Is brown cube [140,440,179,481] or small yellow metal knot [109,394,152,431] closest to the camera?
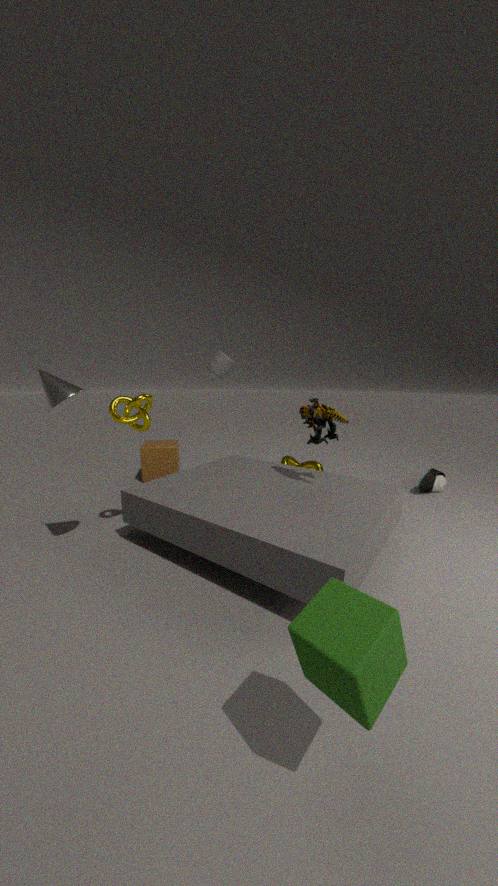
small yellow metal knot [109,394,152,431]
